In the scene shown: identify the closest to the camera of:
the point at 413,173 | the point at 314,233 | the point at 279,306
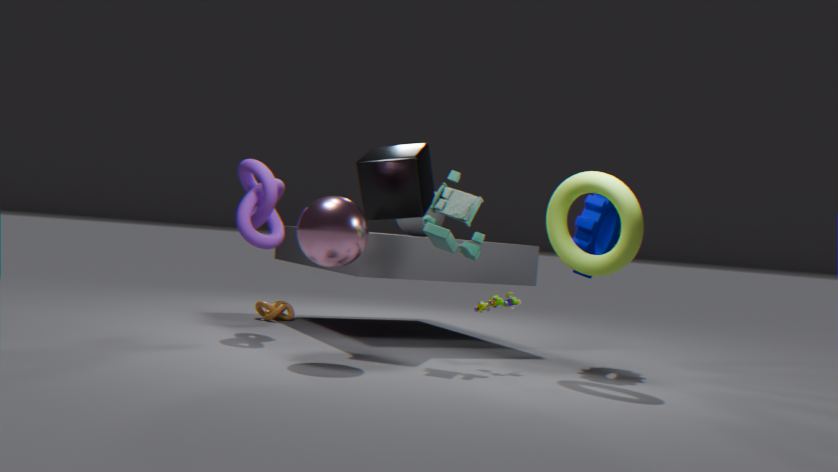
the point at 314,233
